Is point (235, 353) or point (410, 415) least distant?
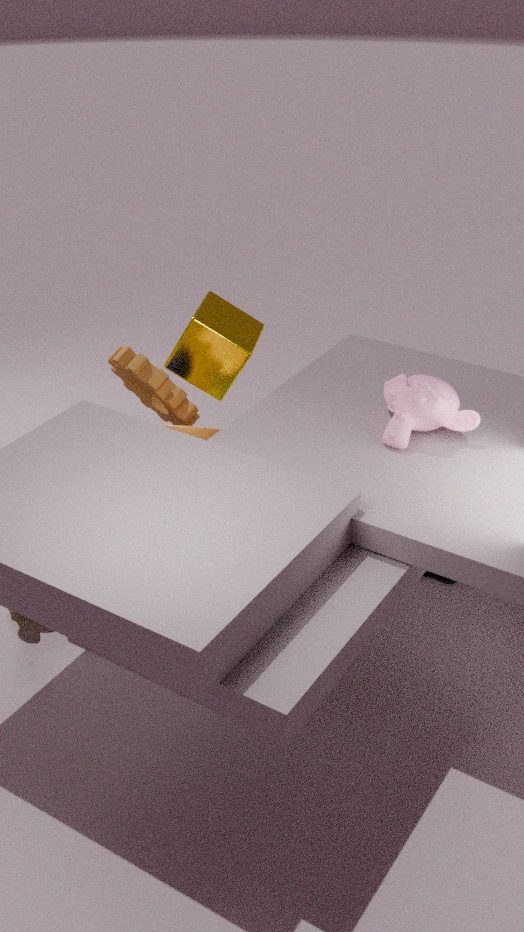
point (410, 415)
